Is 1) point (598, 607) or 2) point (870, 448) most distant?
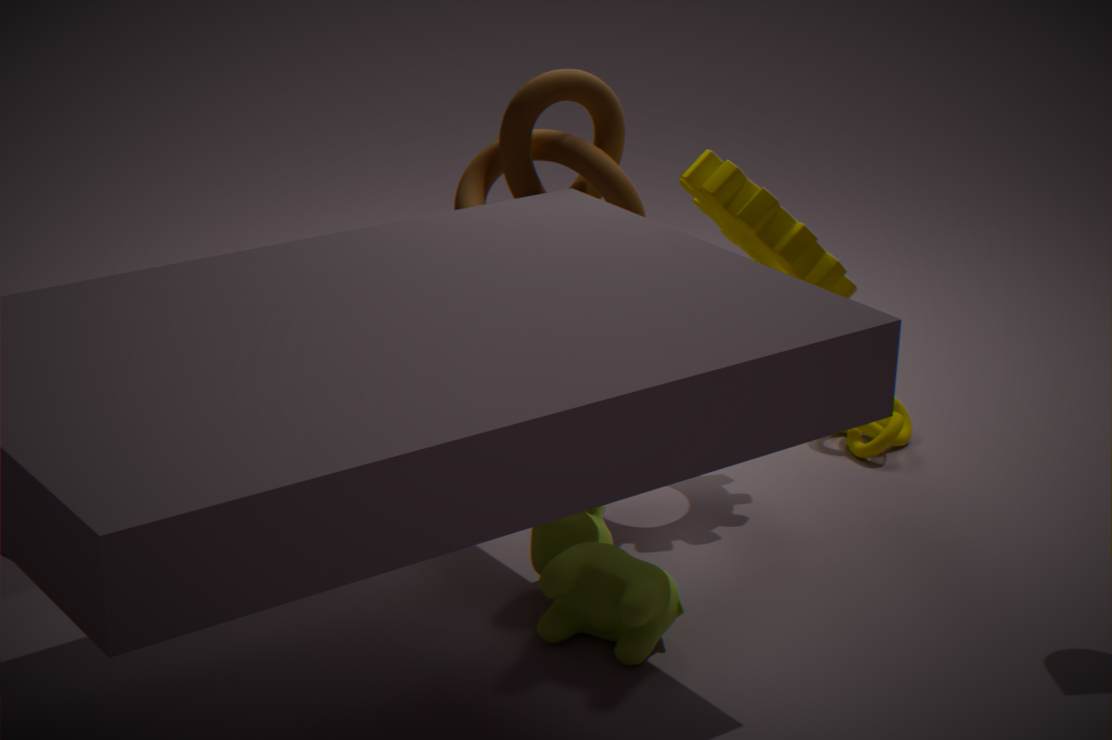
2. point (870, 448)
